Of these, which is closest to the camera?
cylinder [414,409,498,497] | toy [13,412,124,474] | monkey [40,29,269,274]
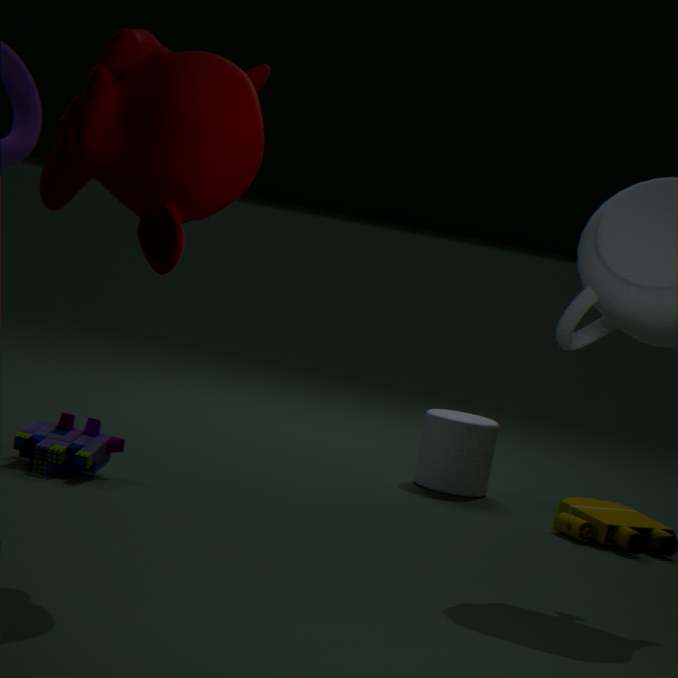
monkey [40,29,269,274]
